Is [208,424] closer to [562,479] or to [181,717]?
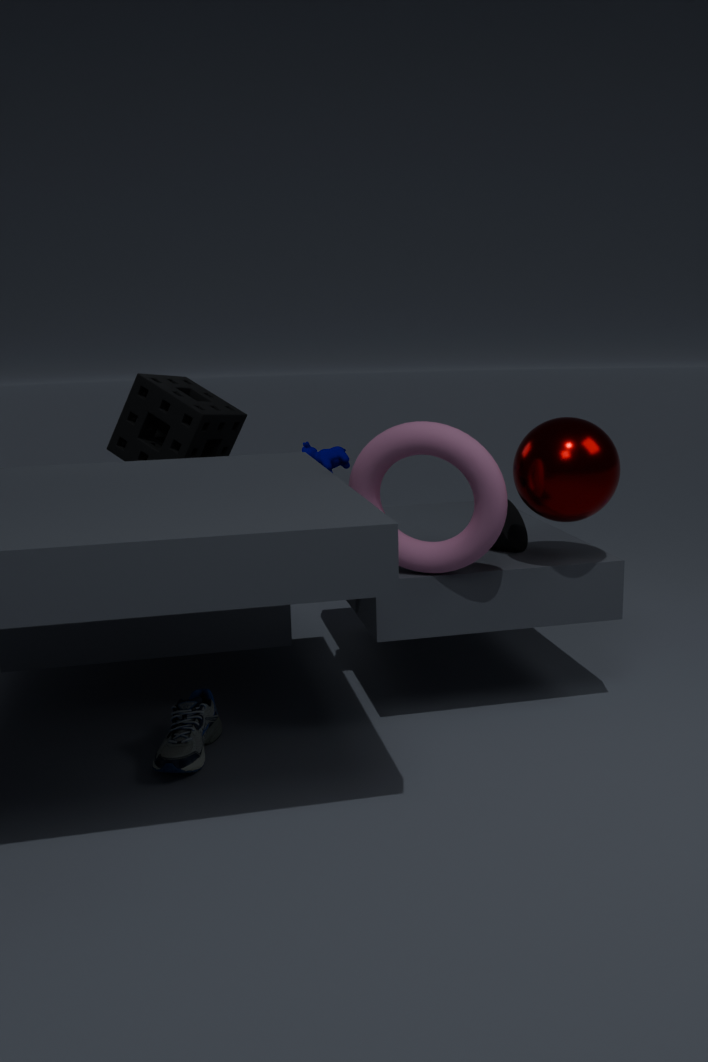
[181,717]
